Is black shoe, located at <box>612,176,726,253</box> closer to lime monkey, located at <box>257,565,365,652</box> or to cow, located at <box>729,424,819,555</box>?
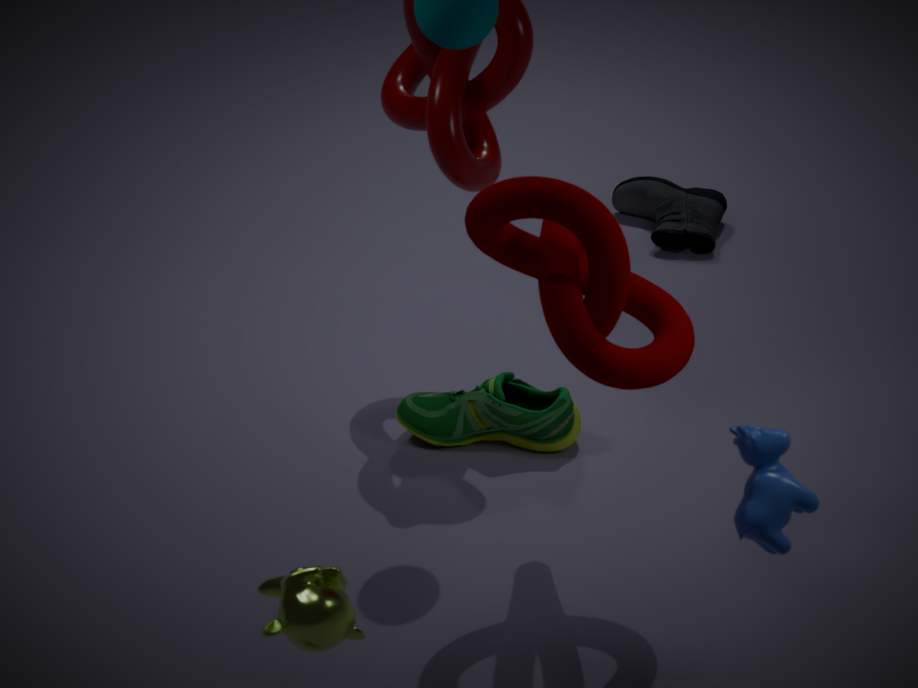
cow, located at <box>729,424,819,555</box>
